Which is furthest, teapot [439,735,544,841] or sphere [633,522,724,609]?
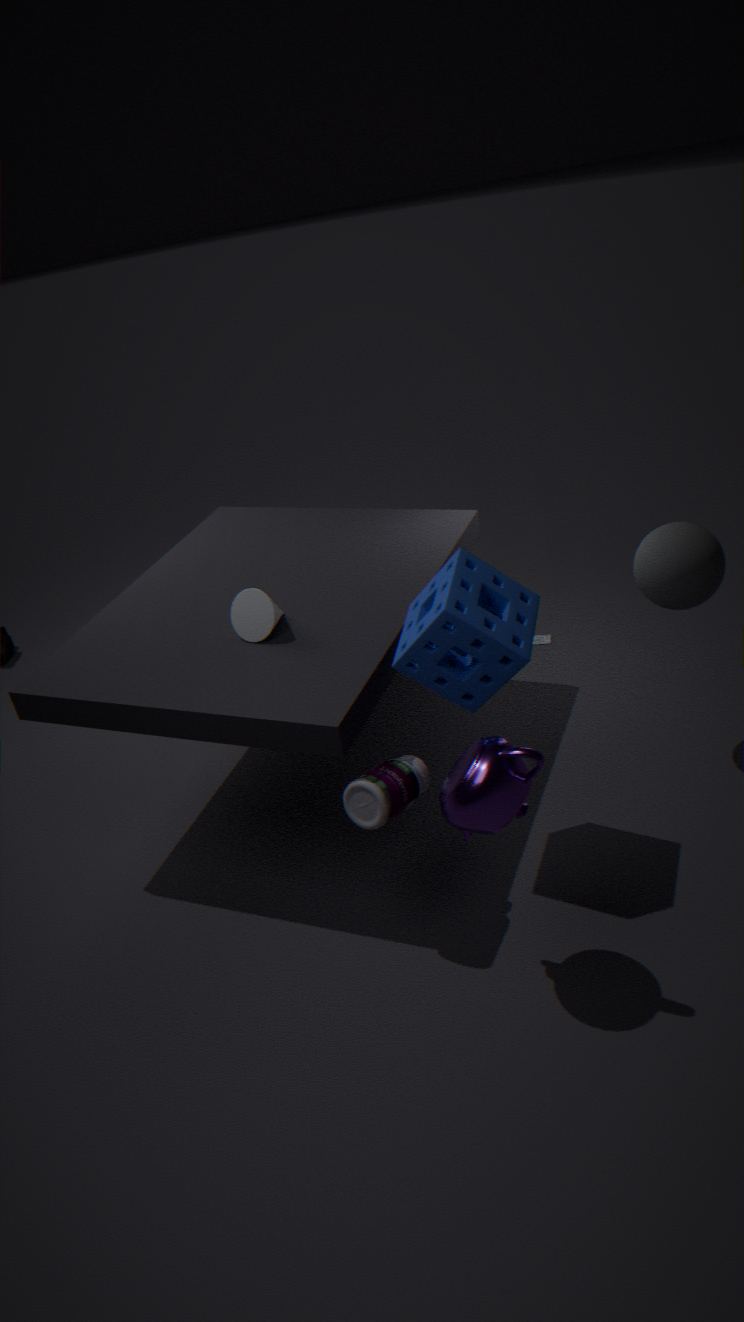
sphere [633,522,724,609]
